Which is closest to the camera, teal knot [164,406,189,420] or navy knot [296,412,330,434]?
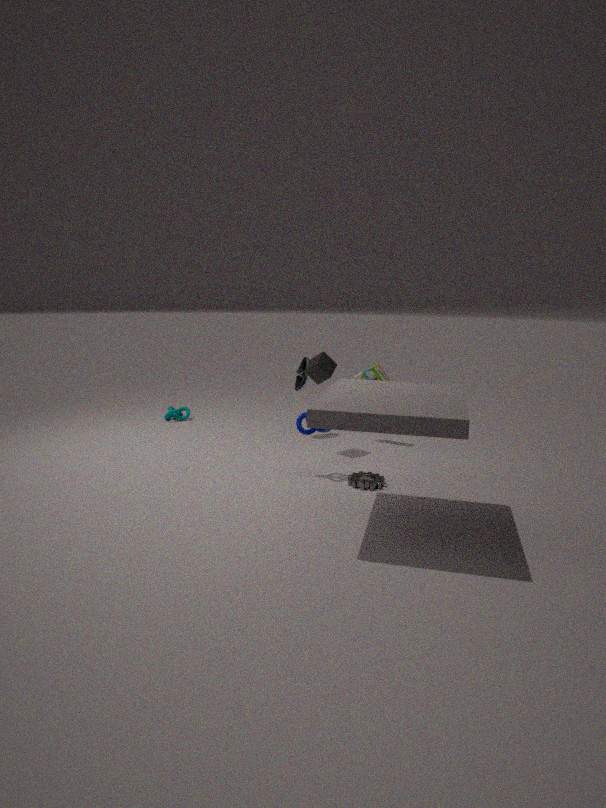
navy knot [296,412,330,434]
